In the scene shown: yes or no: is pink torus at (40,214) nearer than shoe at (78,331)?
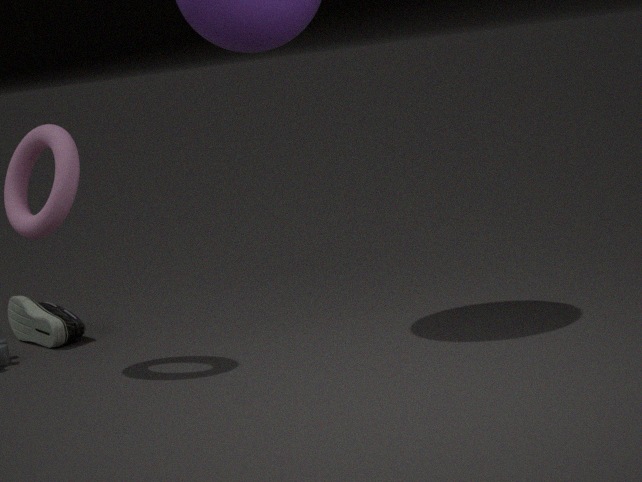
Yes
